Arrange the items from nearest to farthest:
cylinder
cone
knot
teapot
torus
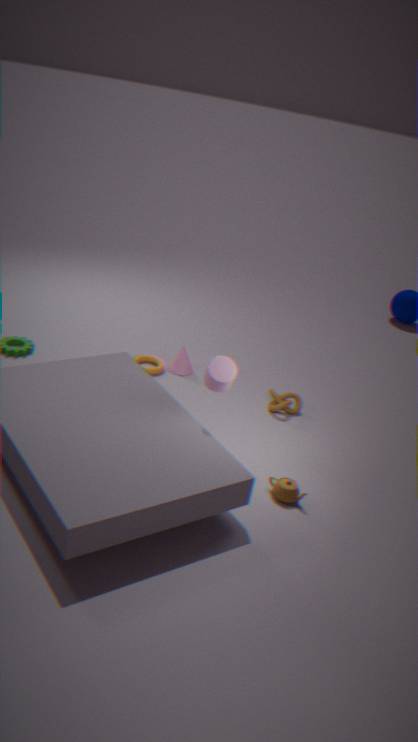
cylinder < teapot < knot < torus < cone
